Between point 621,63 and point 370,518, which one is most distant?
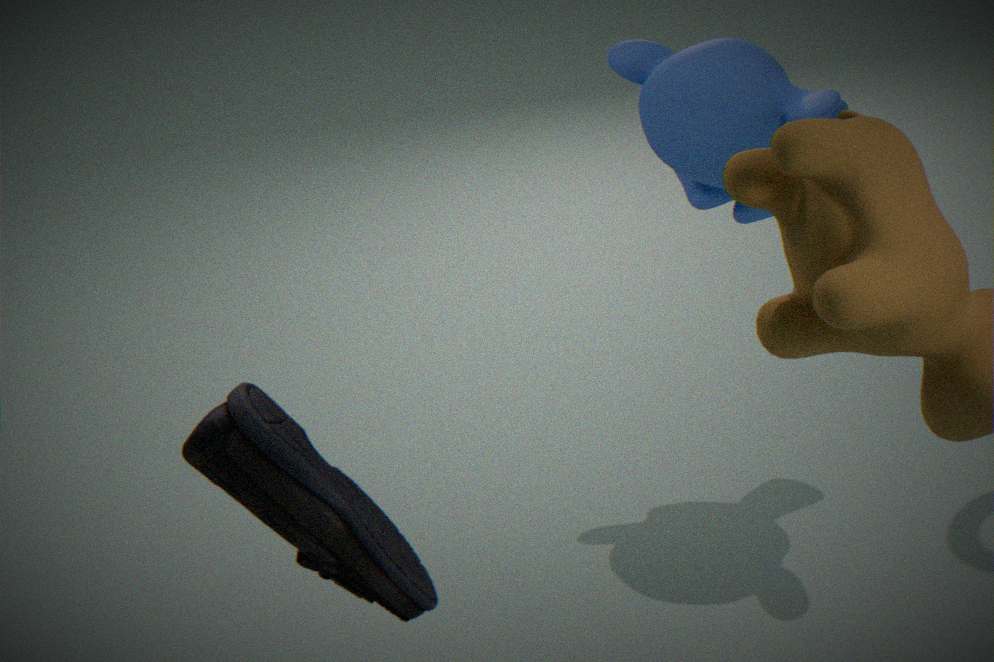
point 621,63
